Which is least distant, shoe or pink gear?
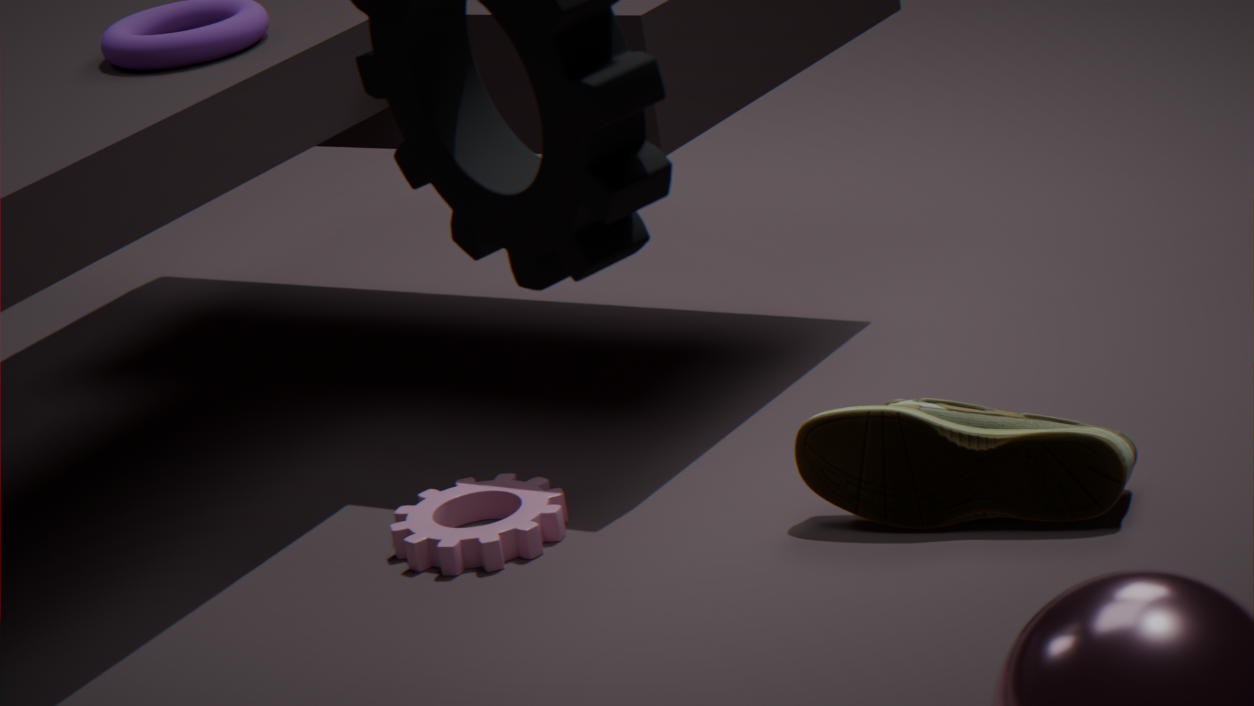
shoe
